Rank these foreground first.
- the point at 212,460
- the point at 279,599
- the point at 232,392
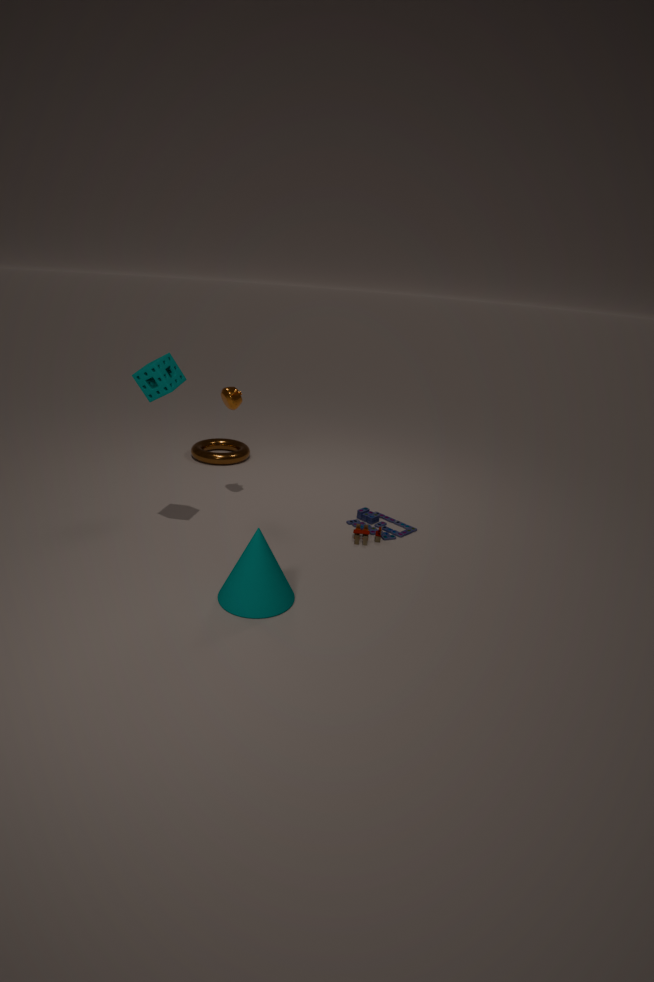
the point at 279,599, the point at 232,392, the point at 212,460
